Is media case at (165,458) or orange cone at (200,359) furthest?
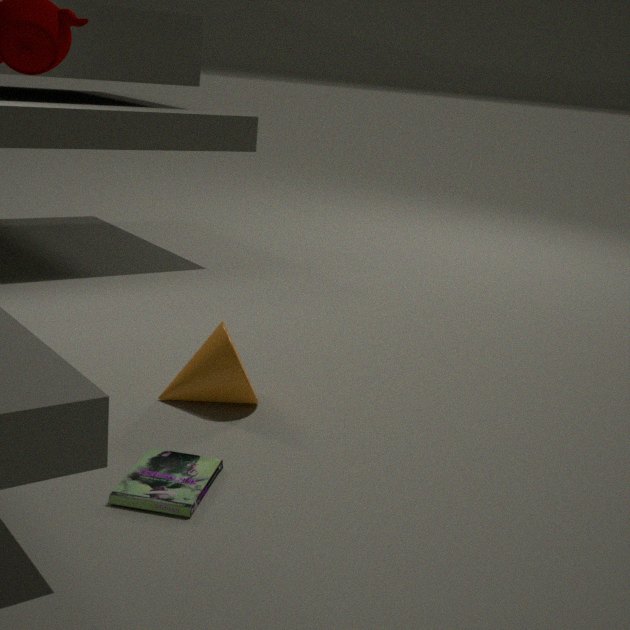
orange cone at (200,359)
